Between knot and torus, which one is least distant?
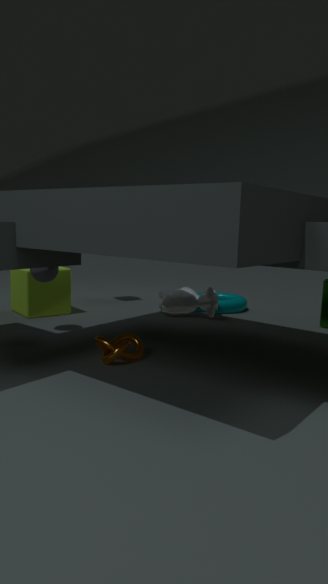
knot
